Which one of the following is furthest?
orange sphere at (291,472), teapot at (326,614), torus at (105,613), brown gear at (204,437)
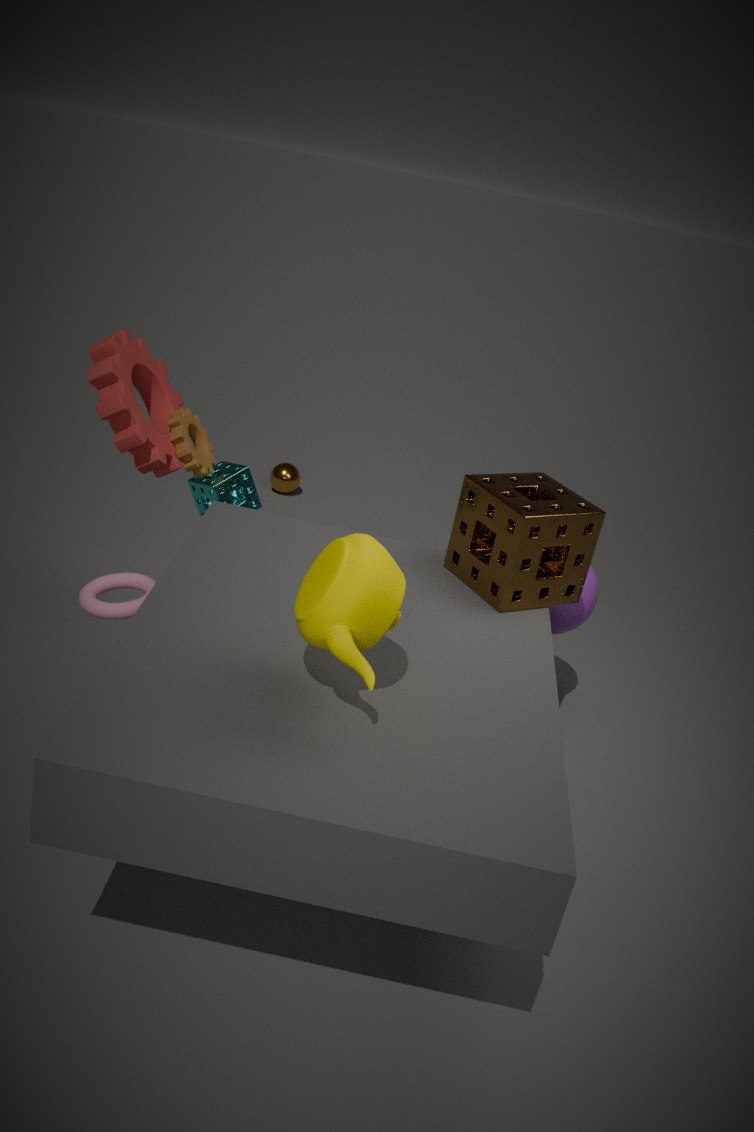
orange sphere at (291,472)
